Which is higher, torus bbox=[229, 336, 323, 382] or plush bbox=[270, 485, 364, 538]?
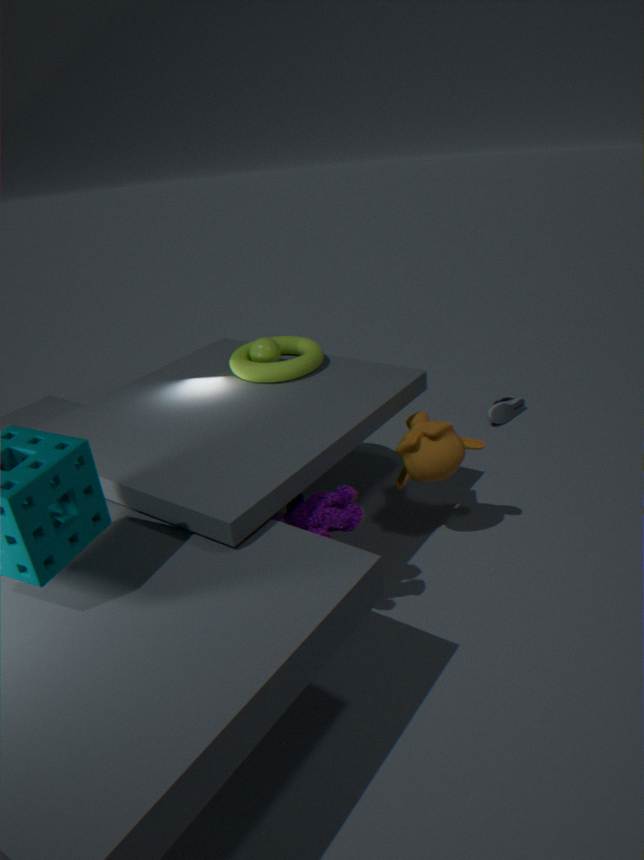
torus bbox=[229, 336, 323, 382]
